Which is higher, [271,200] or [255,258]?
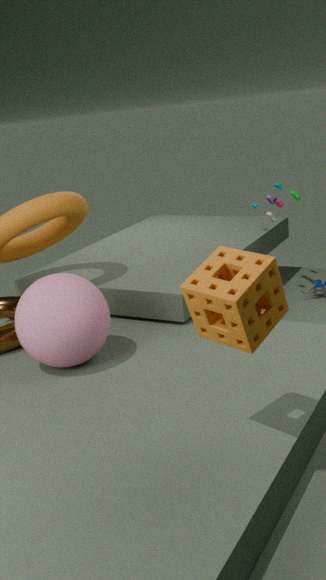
[255,258]
